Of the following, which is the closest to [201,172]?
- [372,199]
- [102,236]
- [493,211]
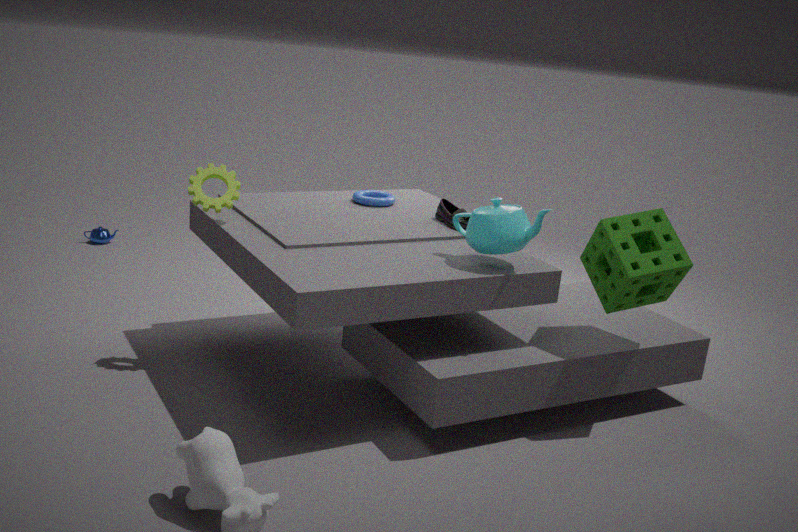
[372,199]
